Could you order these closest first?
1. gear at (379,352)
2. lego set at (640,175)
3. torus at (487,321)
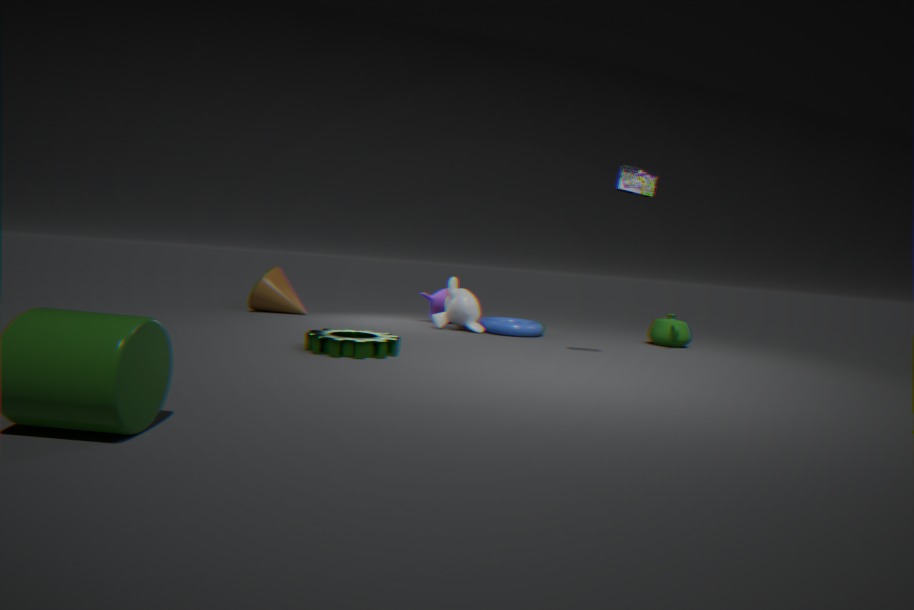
gear at (379,352)
lego set at (640,175)
torus at (487,321)
